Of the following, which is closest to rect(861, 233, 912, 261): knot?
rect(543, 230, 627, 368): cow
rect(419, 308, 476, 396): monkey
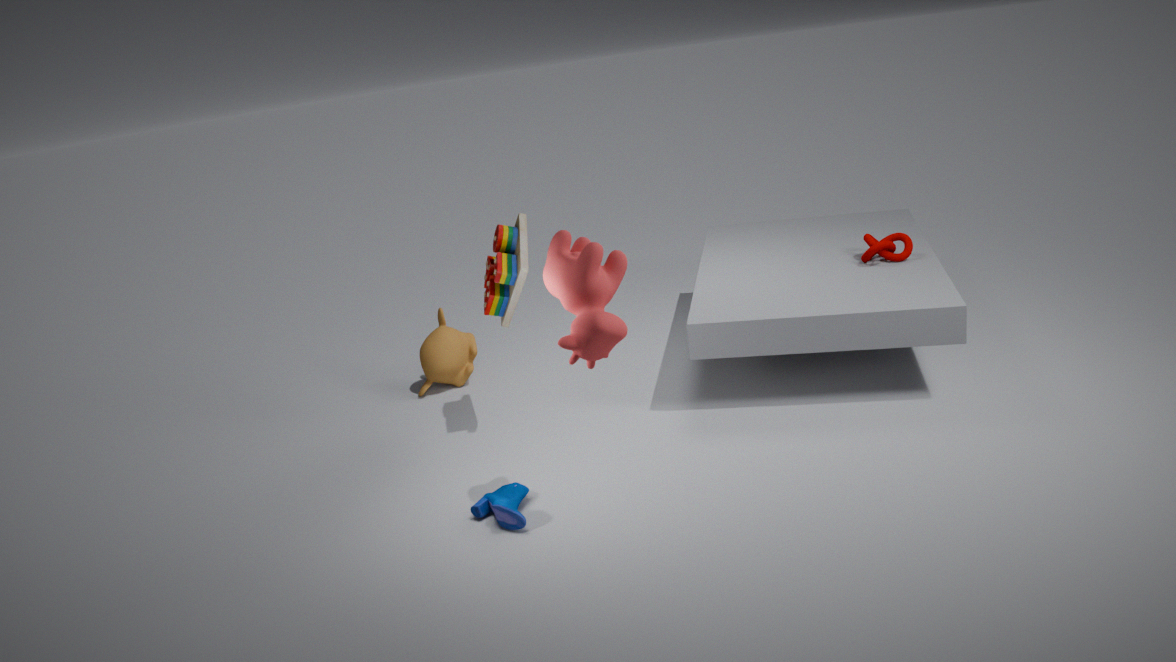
rect(543, 230, 627, 368): cow
